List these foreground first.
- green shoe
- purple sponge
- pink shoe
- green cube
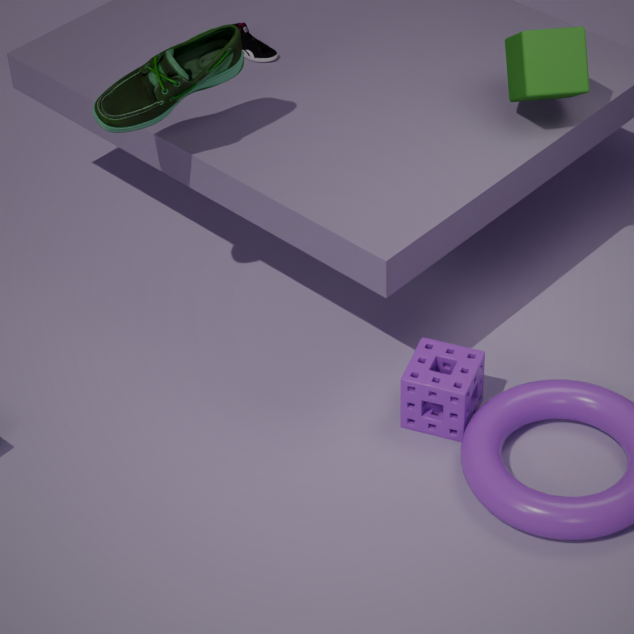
green shoe, purple sponge, green cube, pink shoe
